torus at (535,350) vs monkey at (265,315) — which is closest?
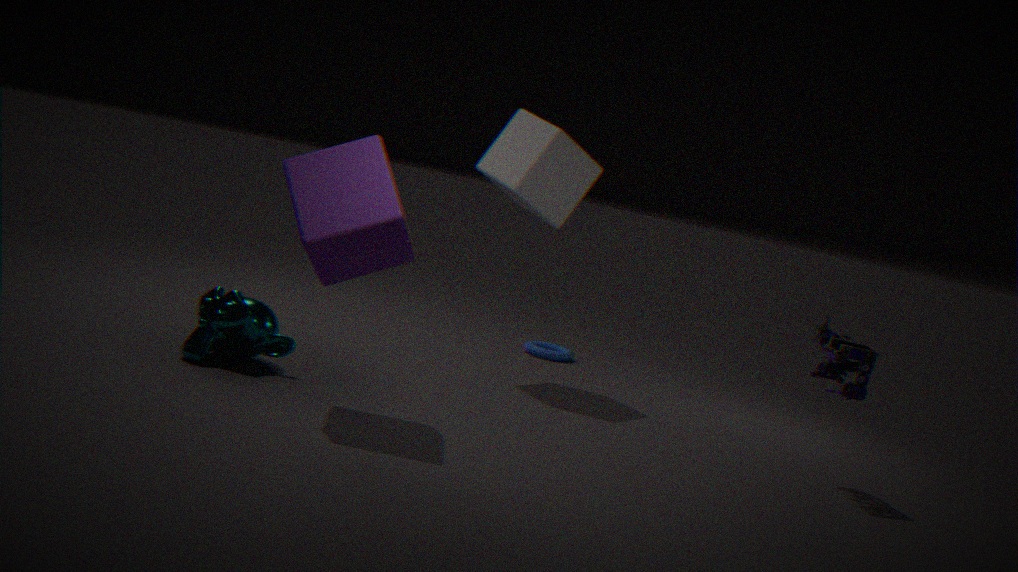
monkey at (265,315)
